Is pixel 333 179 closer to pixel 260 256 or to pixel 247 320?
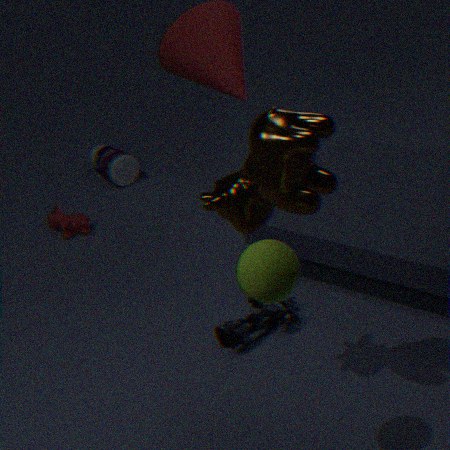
pixel 260 256
